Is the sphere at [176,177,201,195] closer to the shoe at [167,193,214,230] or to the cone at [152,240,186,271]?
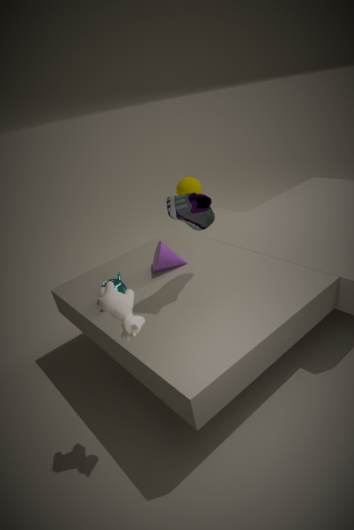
the cone at [152,240,186,271]
